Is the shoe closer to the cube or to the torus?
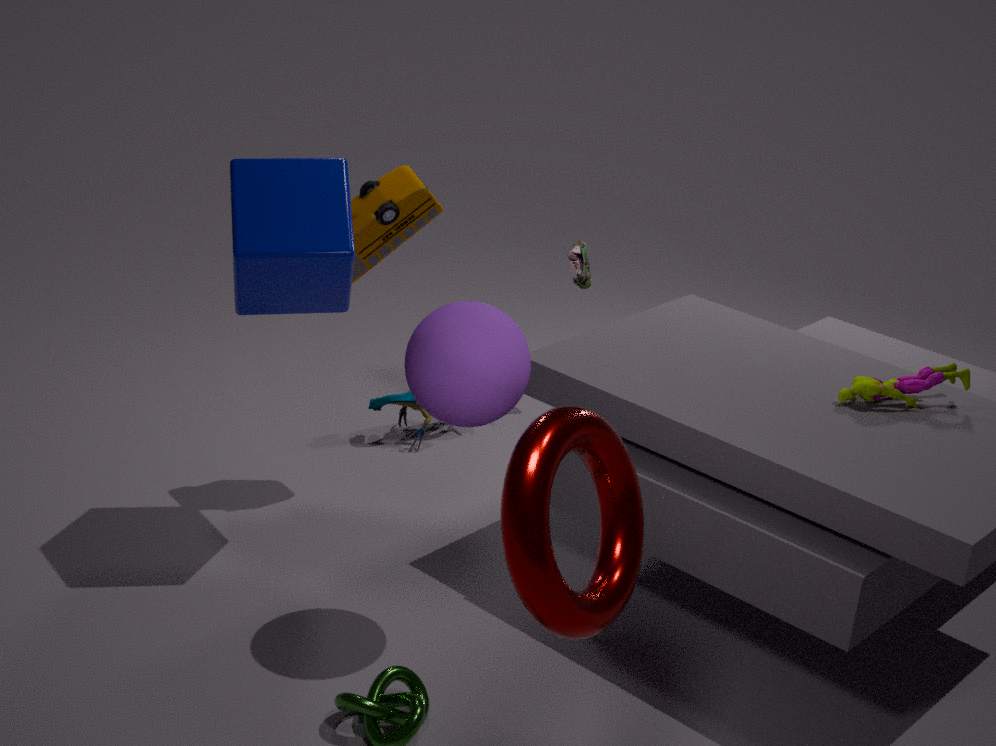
the cube
